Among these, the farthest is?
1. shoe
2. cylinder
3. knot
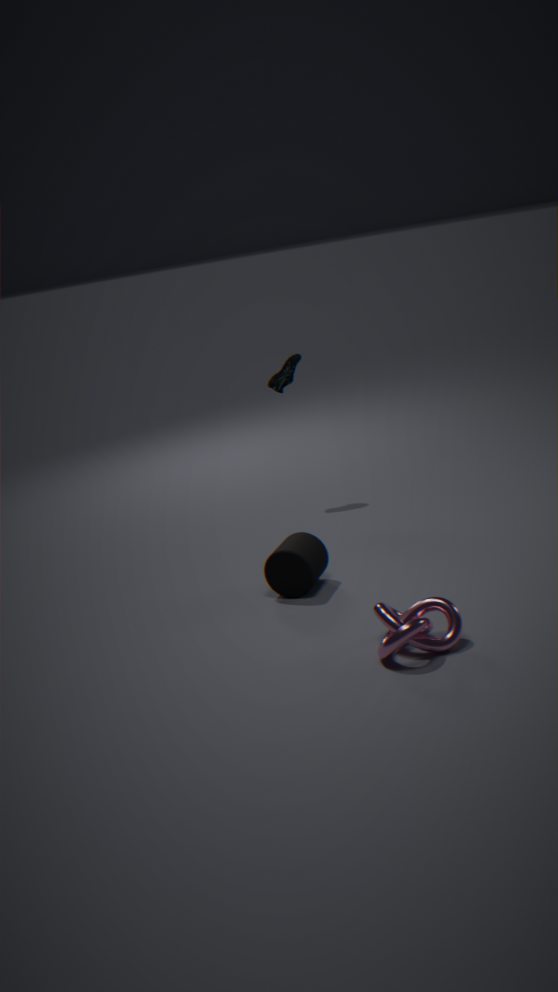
shoe
